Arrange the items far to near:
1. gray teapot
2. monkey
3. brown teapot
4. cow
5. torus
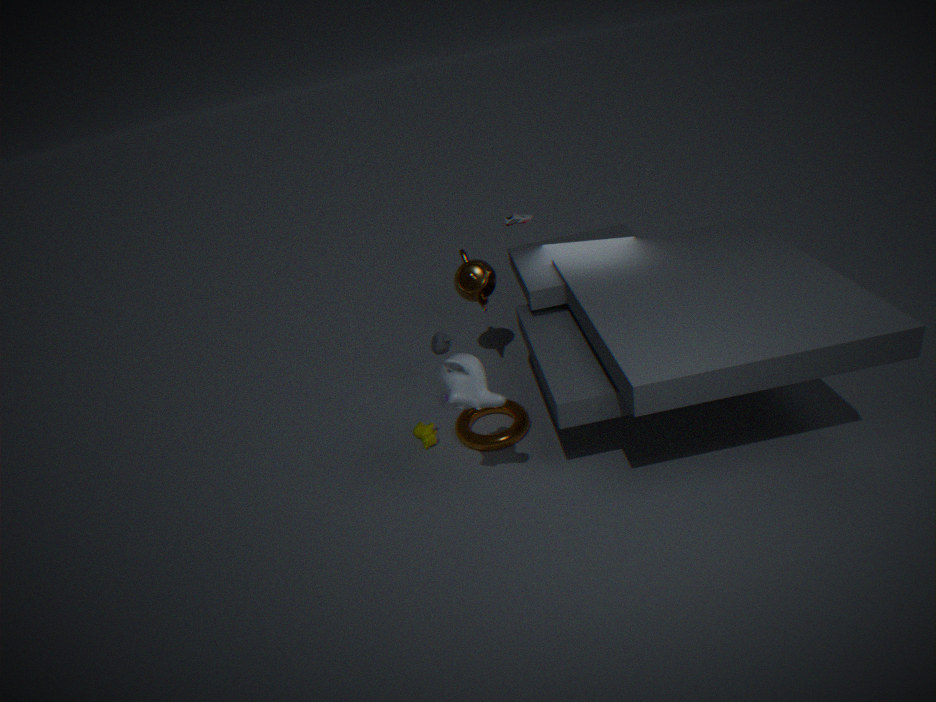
brown teapot → gray teapot → cow → torus → monkey
